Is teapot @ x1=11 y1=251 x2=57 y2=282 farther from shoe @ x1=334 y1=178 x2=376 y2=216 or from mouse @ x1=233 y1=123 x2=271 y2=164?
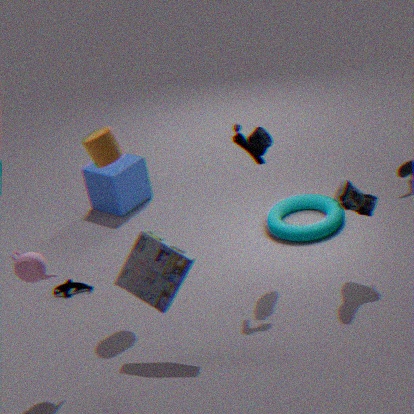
shoe @ x1=334 y1=178 x2=376 y2=216
